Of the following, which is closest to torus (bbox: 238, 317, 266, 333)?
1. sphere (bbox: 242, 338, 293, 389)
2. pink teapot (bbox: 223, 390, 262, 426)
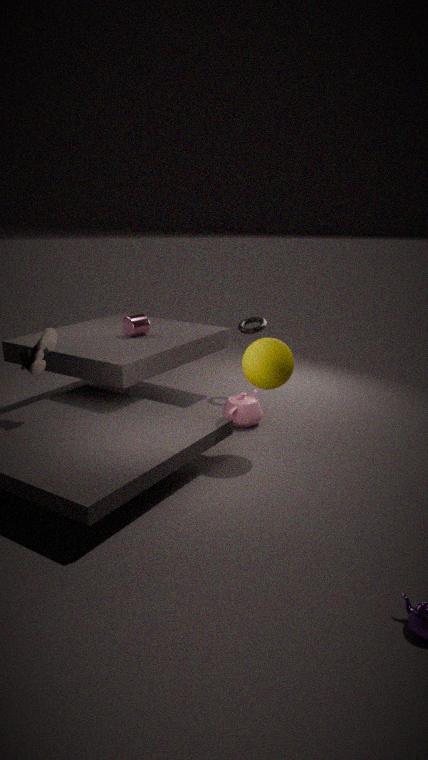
pink teapot (bbox: 223, 390, 262, 426)
